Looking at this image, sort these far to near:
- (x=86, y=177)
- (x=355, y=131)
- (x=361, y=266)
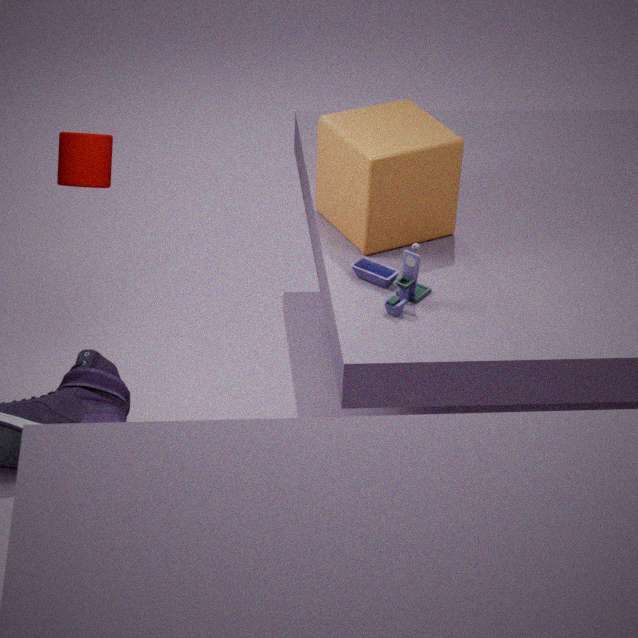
(x=86, y=177)
(x=355, y=131)
(x=361, y=266)
